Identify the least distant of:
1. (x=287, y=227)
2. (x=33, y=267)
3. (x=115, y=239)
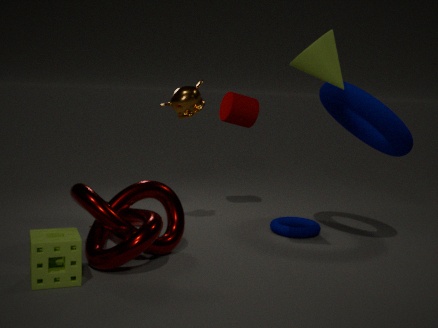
(x=33, y=267)
